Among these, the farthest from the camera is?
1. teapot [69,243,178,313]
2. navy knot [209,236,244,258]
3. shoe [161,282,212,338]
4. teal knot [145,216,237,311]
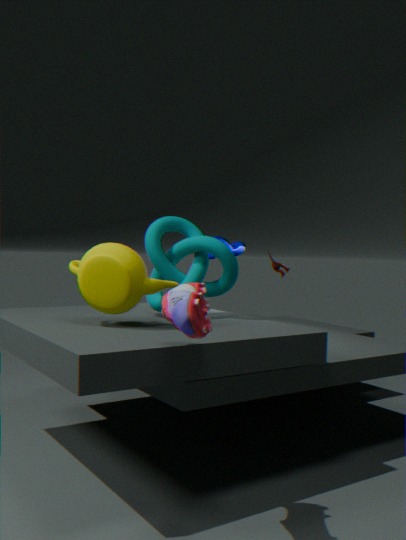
navy knot [209,236,244,258]
